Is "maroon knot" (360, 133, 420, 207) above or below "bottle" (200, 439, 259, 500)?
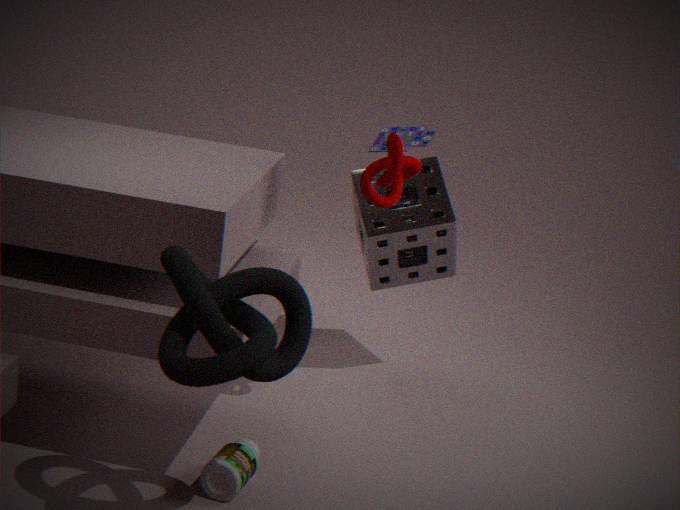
above
